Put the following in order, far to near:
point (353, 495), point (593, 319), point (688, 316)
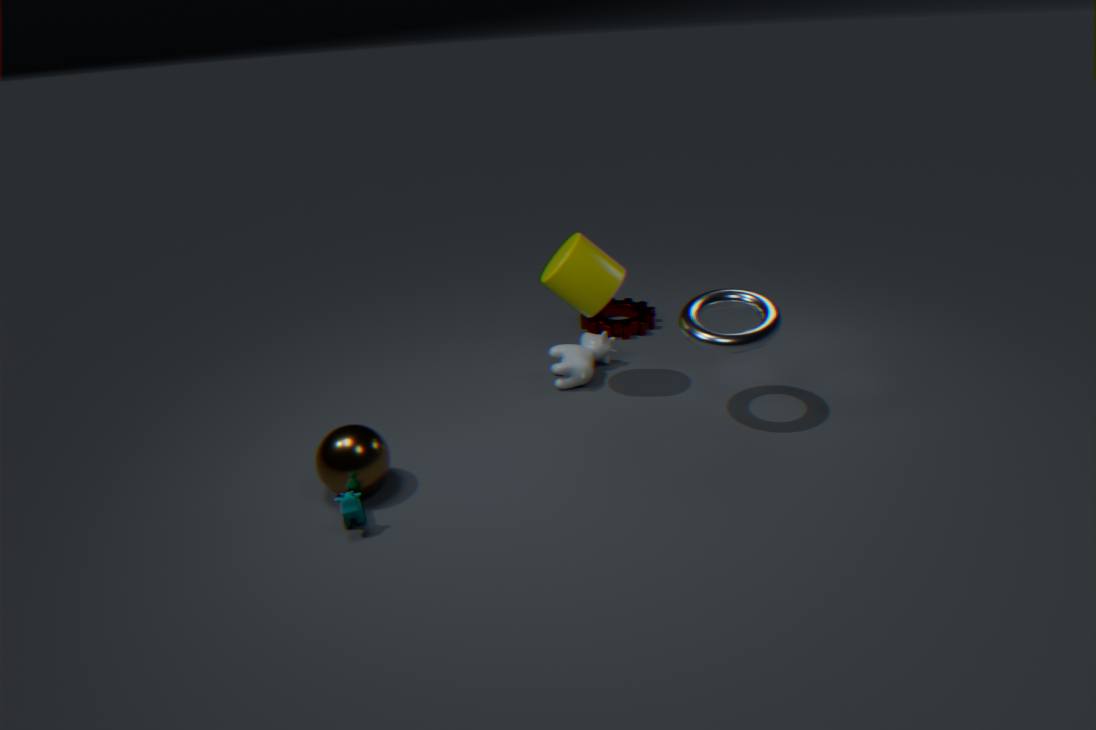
point (593, 319) → point (688, 316) → point (353, 495)
